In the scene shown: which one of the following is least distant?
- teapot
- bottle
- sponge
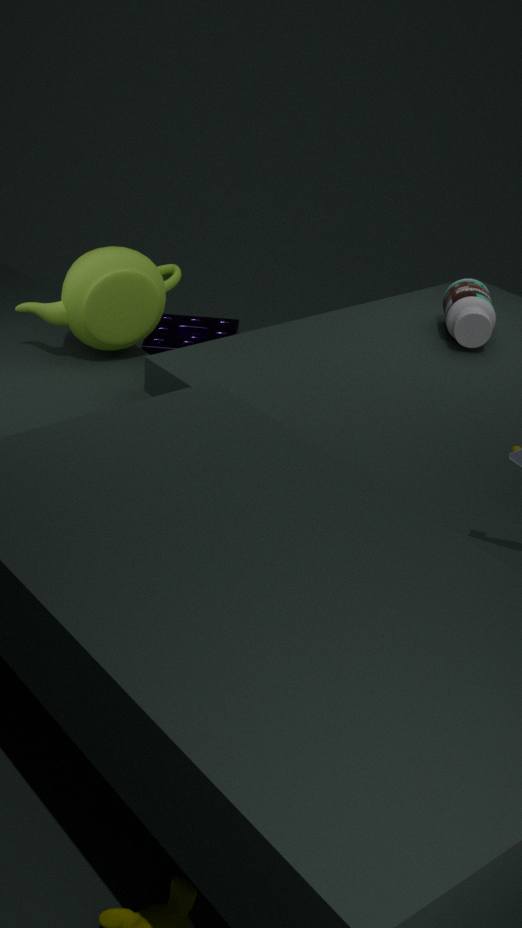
teapot
